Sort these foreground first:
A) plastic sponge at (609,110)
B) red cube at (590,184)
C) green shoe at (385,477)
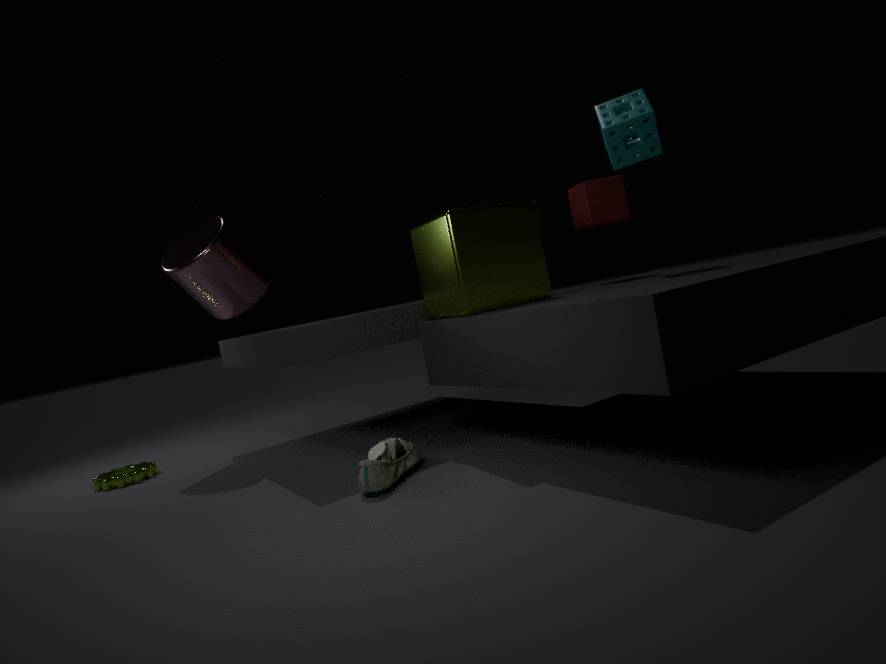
green shoe at (385,477), plastic sponge at (609,110), red cube at (590,184)
